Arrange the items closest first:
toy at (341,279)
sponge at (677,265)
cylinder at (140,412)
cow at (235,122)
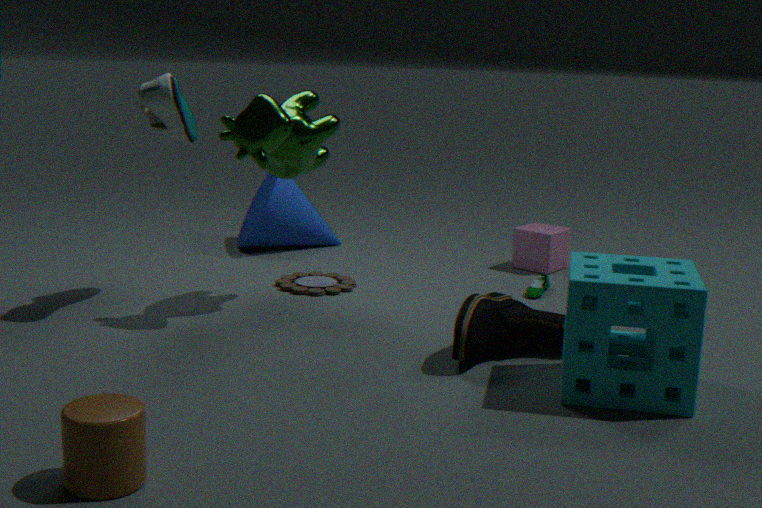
cylinder at (140,412) → sponge at (677,265) → cow at (235,122) → toy at (341,279)
